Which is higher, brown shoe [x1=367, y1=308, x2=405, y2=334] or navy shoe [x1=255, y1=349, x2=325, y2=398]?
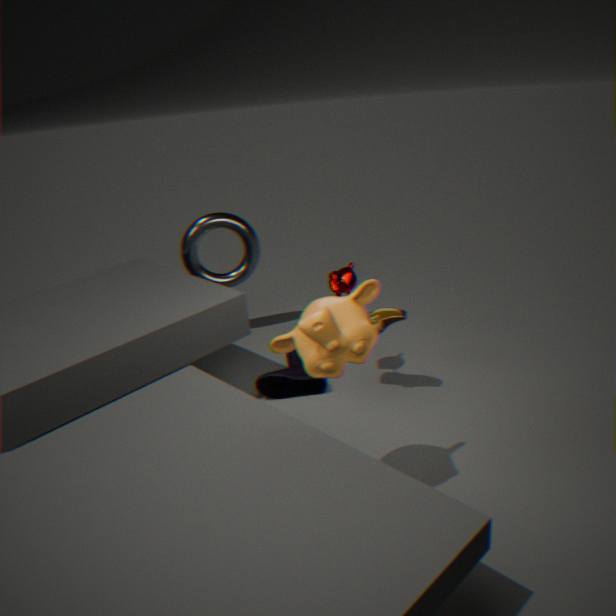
brown shoe [x1=367, y1=308, x2=405, y2=334]
